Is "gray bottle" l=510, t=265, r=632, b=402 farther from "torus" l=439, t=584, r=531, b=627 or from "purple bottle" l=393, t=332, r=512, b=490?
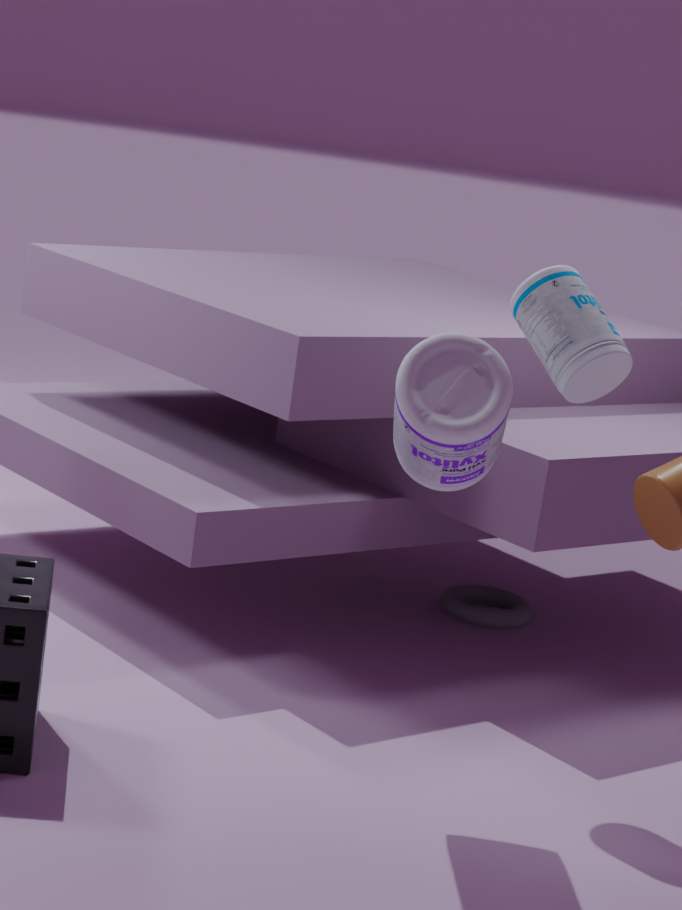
"torus" l=439, t=584, r=531, b=627
